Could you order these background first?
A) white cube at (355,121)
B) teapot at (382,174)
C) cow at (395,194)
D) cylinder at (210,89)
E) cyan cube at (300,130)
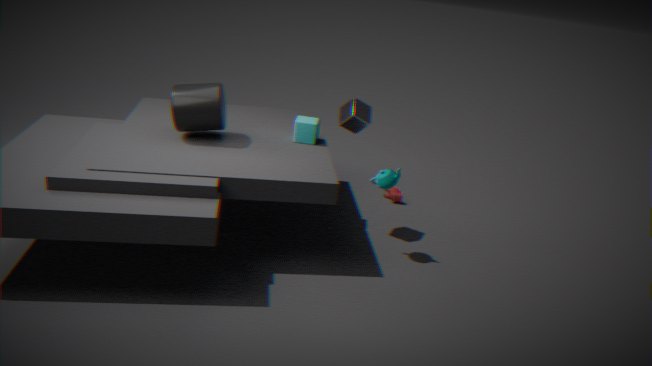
C. cow at (395,194)
E. cyan cube at (300,130)
A. white cube at (355,121)
B. teapot at (382,174)
D. cylinder at (210,89)
